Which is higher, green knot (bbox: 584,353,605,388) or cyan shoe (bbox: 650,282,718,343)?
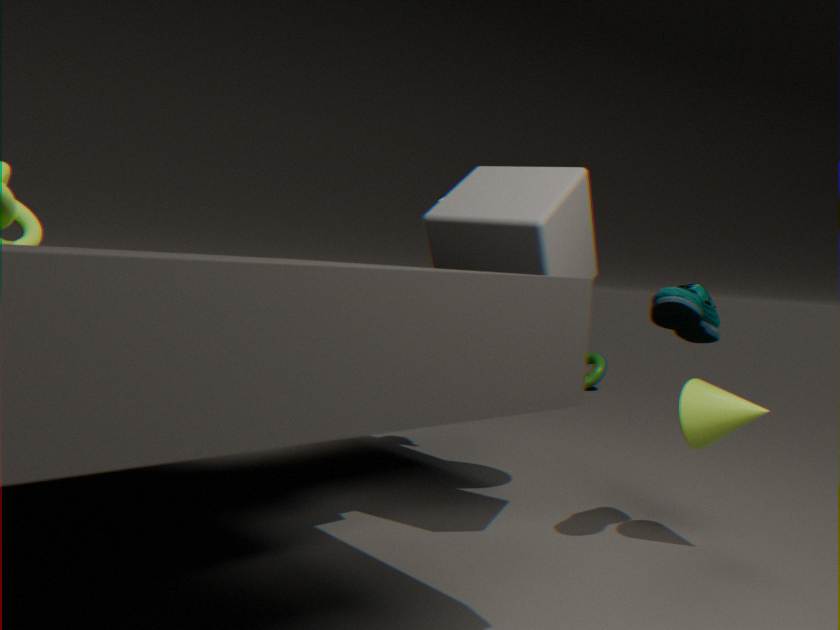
cyan shoe (bbox: 650,282,718,343)
